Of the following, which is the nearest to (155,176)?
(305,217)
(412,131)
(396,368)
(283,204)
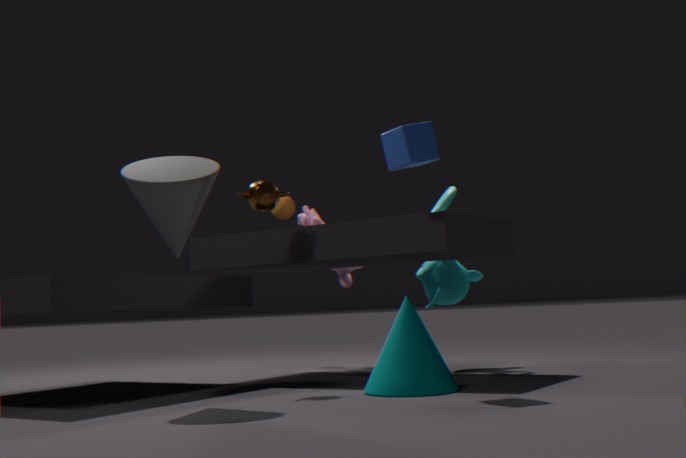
(412,131)
